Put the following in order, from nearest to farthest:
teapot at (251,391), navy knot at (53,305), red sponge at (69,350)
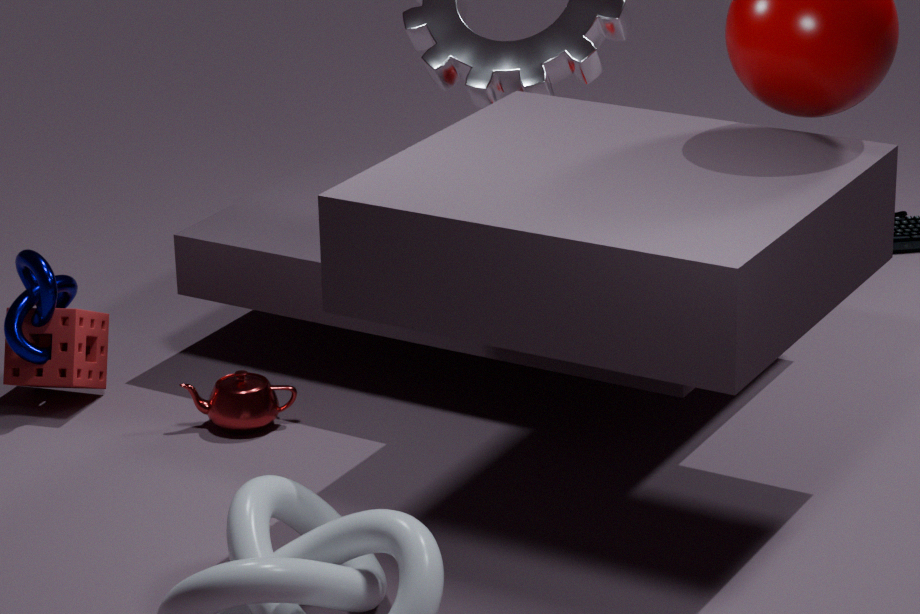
teapot at (251,391) < navy knot at (53,305) < red sponge at (69,350)
